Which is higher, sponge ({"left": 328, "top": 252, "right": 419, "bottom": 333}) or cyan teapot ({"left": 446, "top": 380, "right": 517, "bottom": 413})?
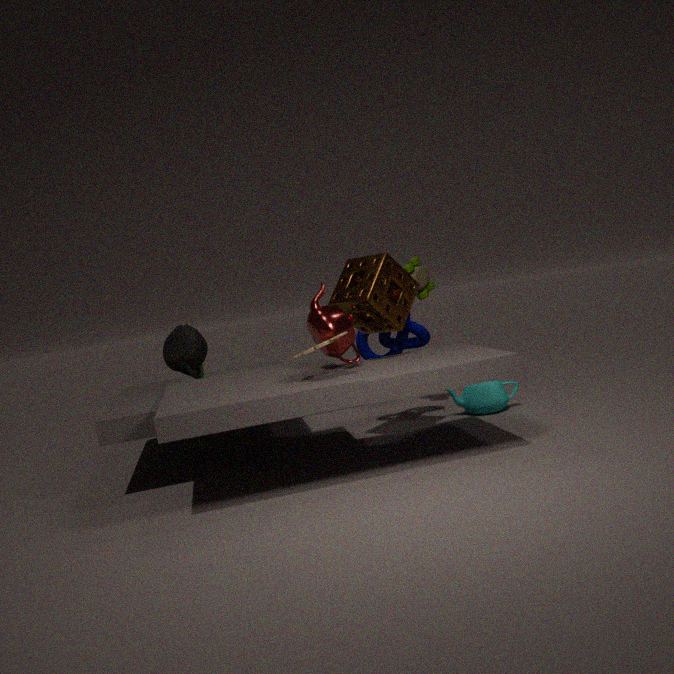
sponge ({"left": 328, "top": 252, "right": 419, "bottom": 333})
